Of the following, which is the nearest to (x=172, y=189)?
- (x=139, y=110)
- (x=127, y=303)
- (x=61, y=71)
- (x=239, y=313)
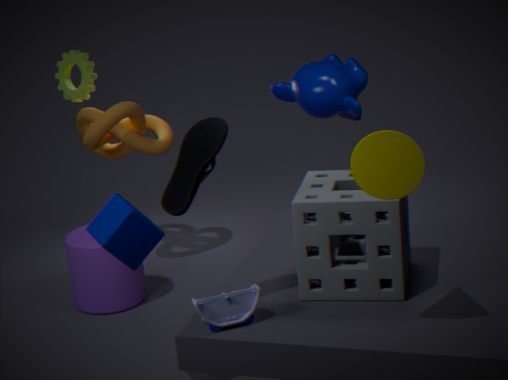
(x=239, y=313)
